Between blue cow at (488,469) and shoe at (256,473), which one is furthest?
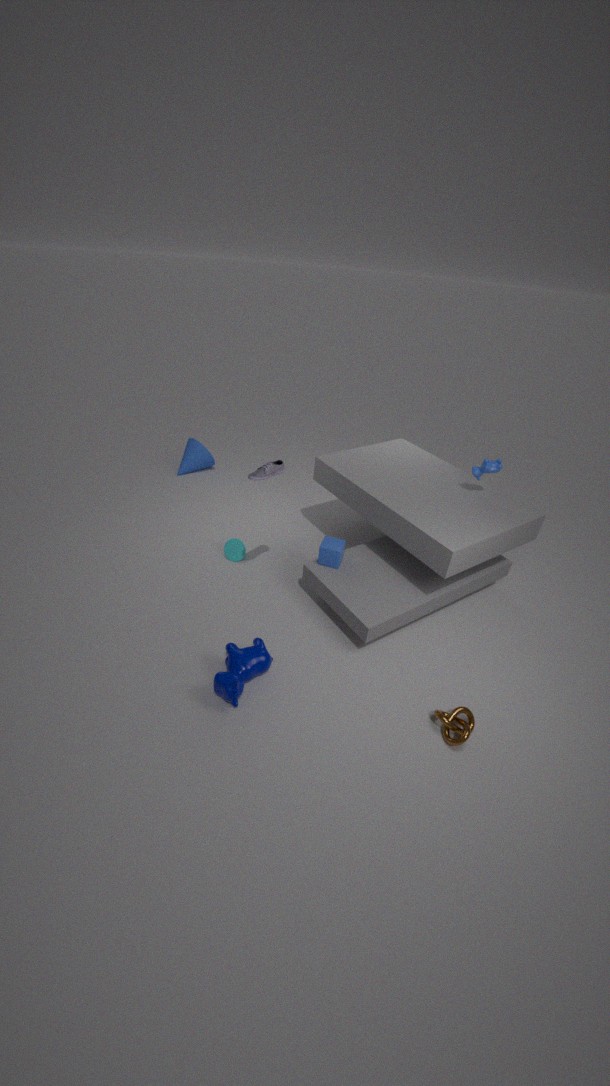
blue cow at (488,469)
